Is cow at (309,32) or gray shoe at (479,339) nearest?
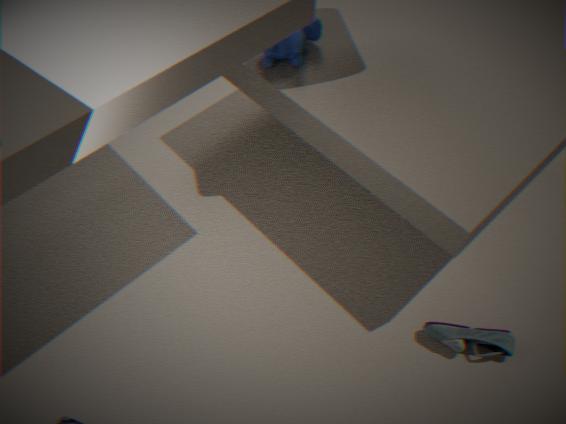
gray shoe at (479,339)
